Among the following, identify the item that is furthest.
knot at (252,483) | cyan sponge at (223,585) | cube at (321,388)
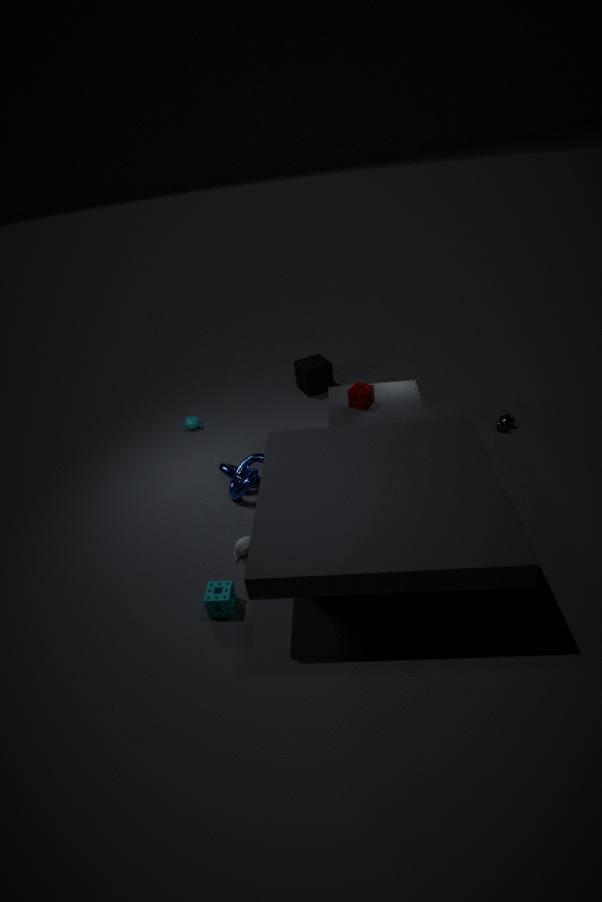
cube at (321,388)
